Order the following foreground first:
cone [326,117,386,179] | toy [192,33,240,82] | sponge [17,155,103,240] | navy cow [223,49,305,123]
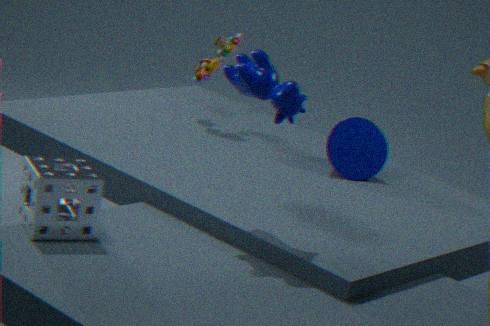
sponge [17,155,103,240], navy cow [223,49,305,123], cone [326,117,386,179], toy [192,33,240,82]
